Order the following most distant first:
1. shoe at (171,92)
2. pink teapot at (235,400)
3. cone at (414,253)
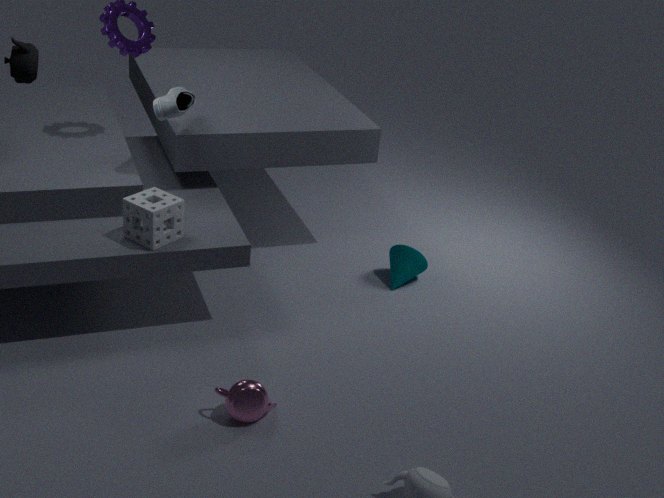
cone at (414,253) < shoe at (171,92) < pink teapot at (235,400)
